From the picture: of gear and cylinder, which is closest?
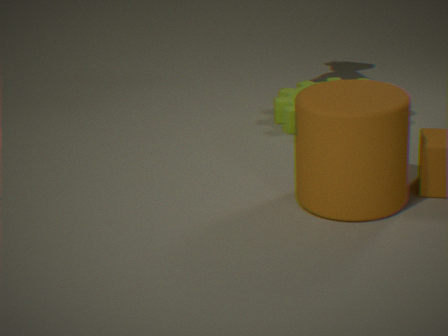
cylinder
